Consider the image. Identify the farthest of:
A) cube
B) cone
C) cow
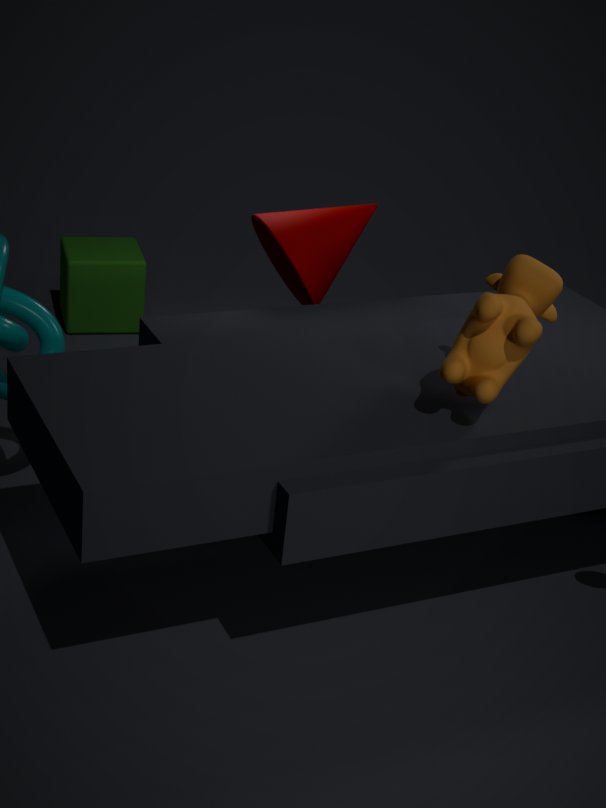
cube
